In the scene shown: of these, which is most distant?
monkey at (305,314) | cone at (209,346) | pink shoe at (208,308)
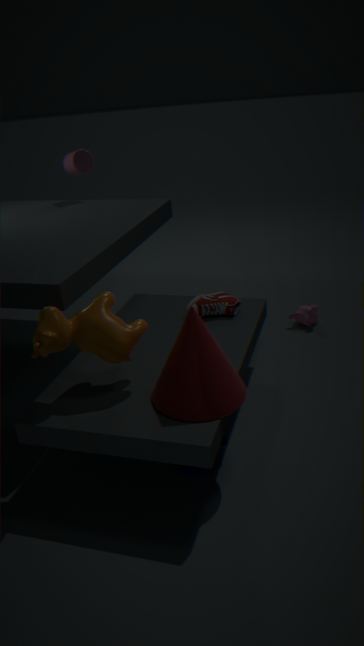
monkey at (305,314)
